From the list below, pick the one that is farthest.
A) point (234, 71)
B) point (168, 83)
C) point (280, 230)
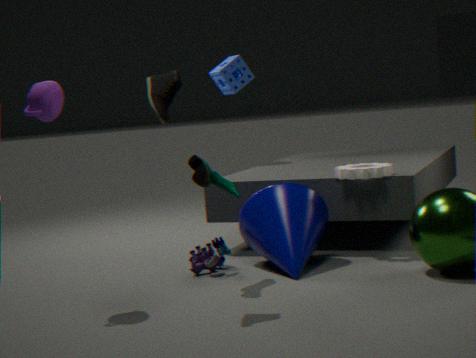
point (234, 71)
